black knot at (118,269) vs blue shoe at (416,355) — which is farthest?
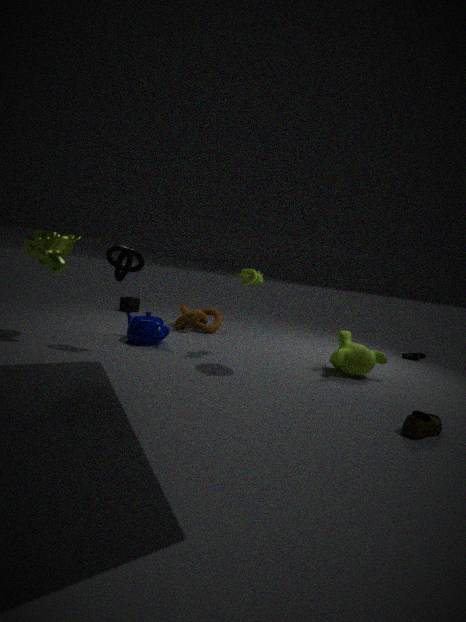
blue shoe at (416,355)
